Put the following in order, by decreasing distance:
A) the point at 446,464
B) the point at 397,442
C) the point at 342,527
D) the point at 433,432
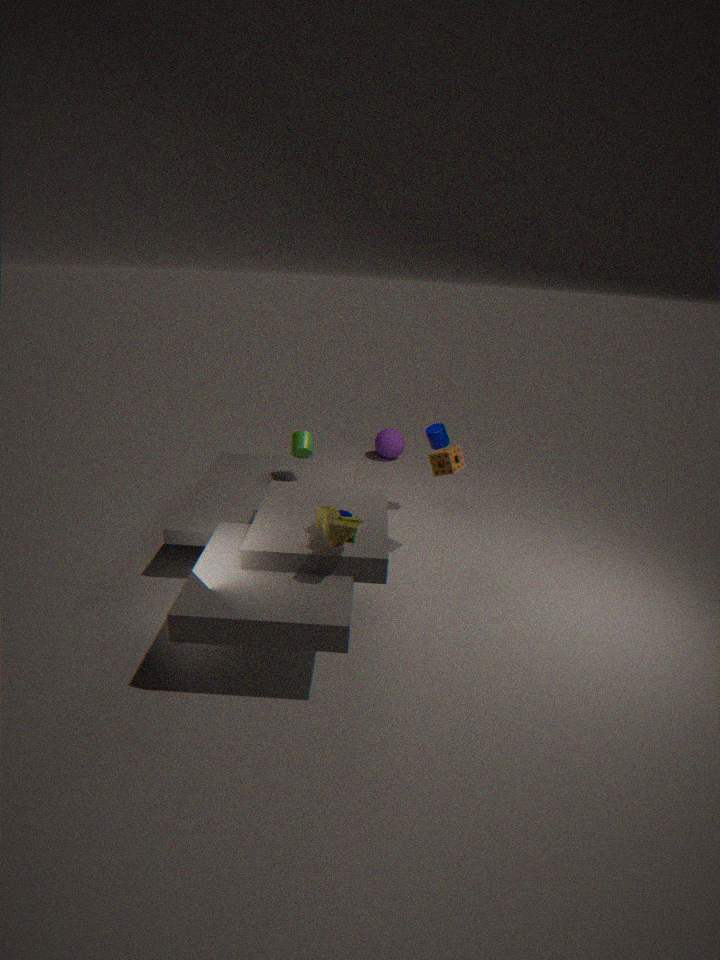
the point at 397,442, the point at 433,432, the point at 446,464, the point at 342,527
